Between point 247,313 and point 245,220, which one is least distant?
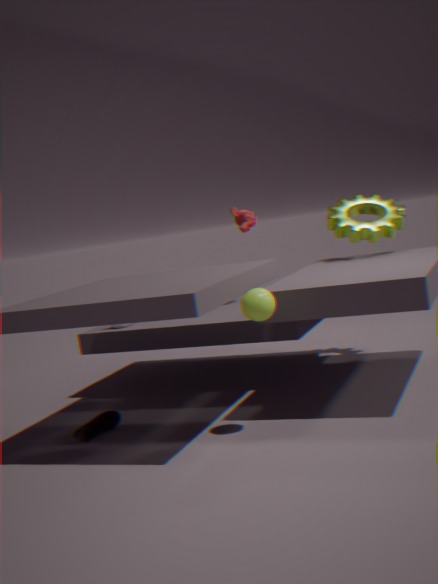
point 247,313
